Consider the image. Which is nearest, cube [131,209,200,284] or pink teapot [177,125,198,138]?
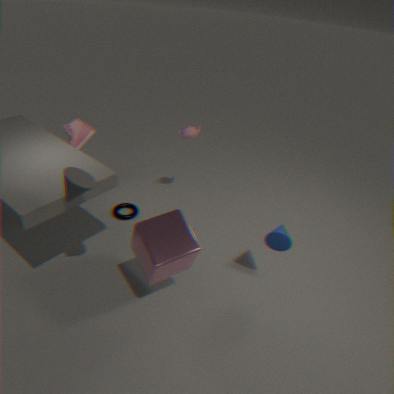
cube [131,209,200,284]
